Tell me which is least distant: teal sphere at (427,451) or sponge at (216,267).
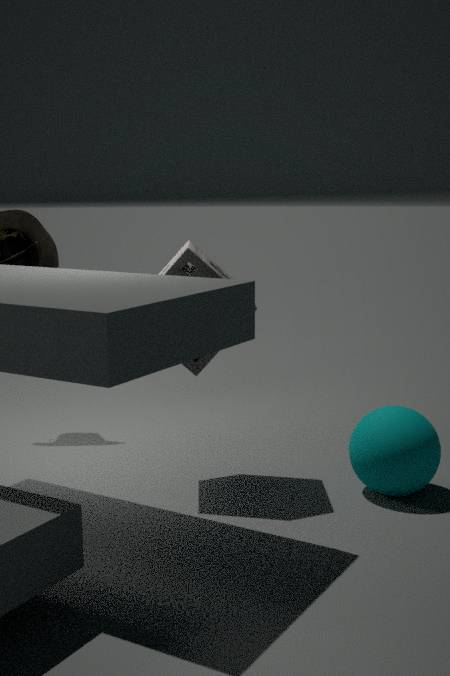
teal sphere at (427,451)
